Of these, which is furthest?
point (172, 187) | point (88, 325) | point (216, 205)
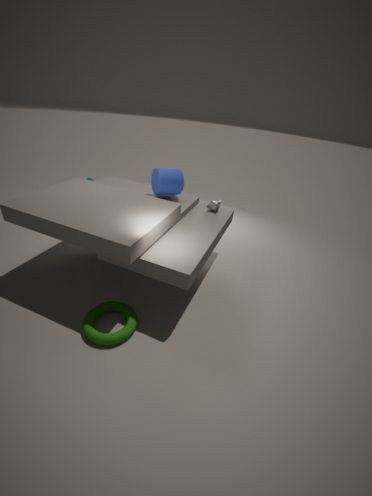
point (216, 205)
